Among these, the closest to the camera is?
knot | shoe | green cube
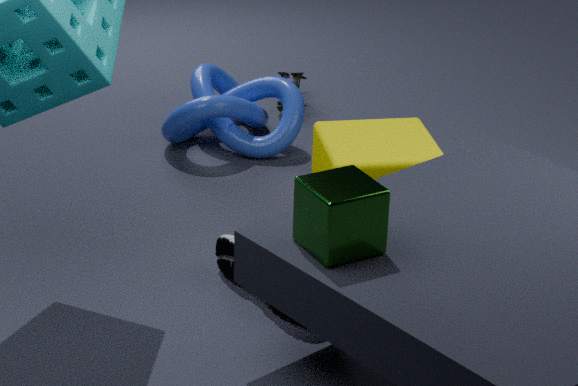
green cube
